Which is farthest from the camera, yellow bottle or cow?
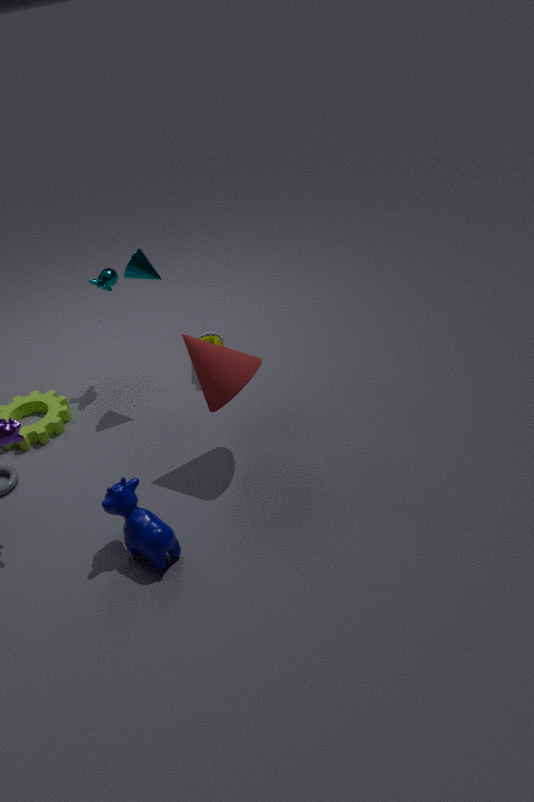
yellow bottle
